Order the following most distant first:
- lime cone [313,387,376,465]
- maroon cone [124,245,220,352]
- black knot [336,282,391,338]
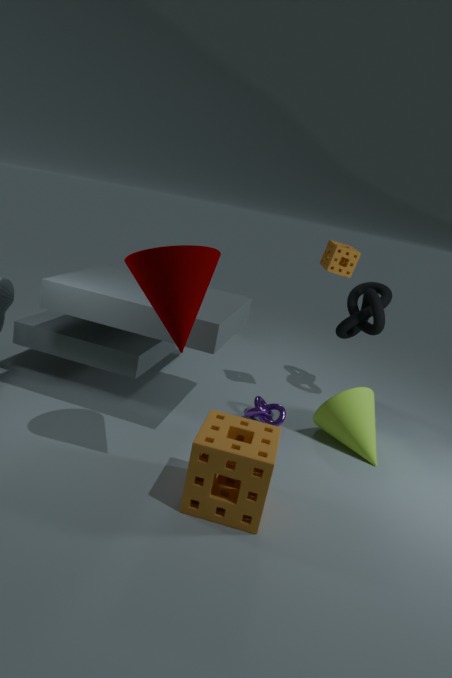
1. black knot [336,282,391,338]
2. lime cone [313,387,376,465]
3. maroon cone [124,245,220,352]
